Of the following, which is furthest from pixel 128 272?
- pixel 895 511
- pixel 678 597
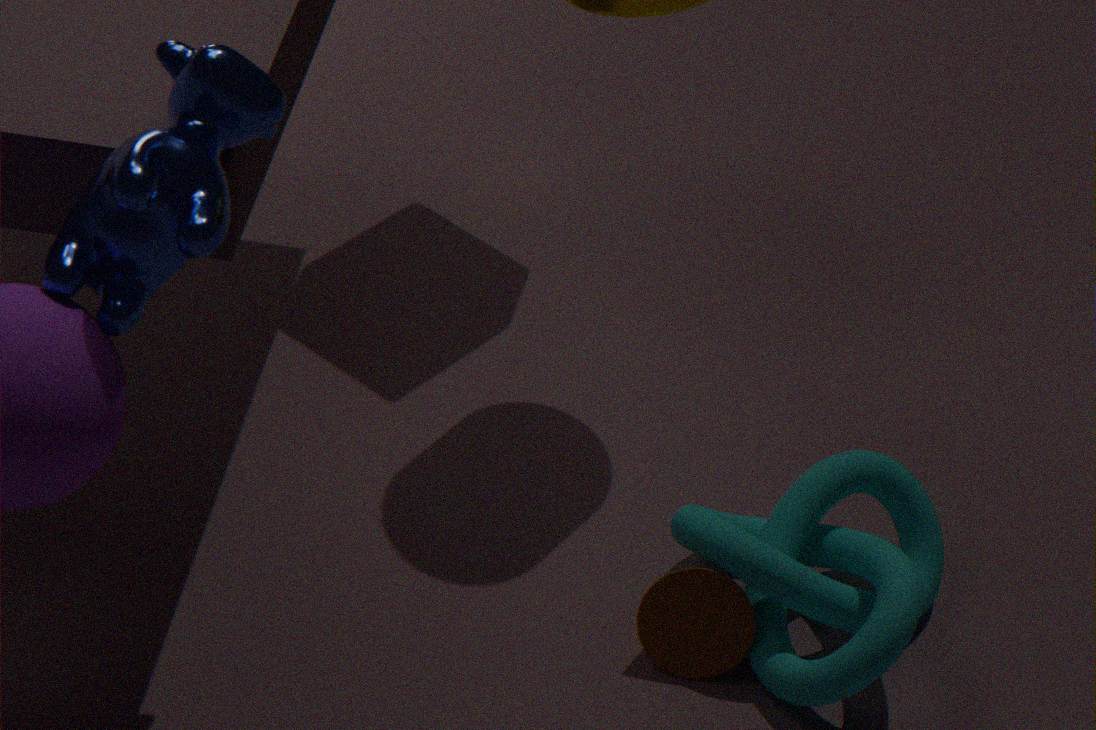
pixel 895 511
